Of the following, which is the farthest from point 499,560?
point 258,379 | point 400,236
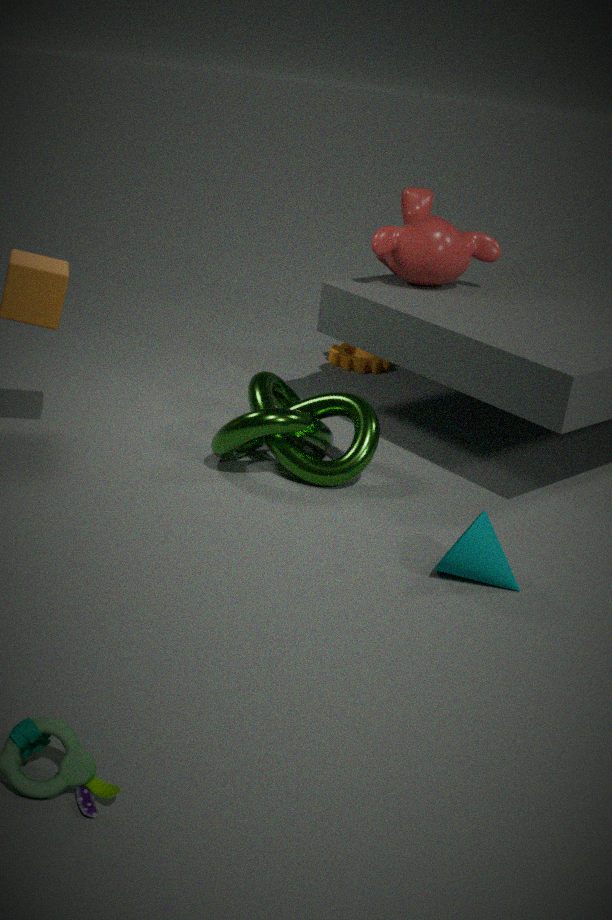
point 400,236
